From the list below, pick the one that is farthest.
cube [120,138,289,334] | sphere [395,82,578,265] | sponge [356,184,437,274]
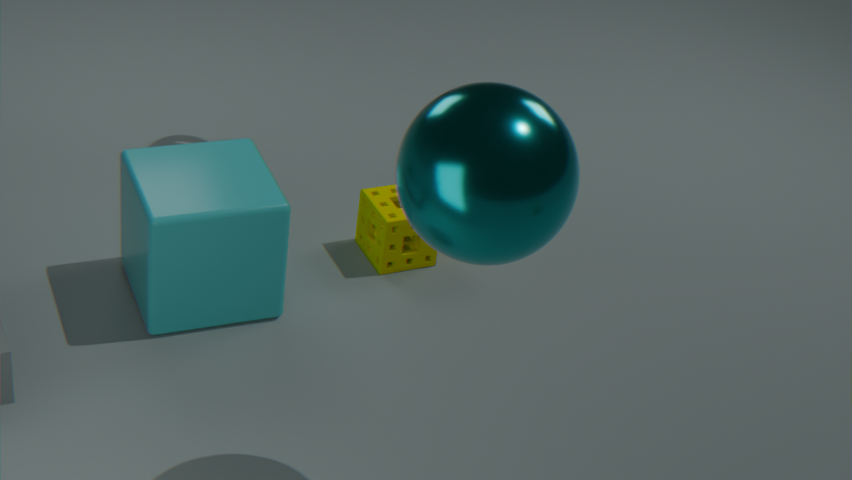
sponge [356,184,437,274]
